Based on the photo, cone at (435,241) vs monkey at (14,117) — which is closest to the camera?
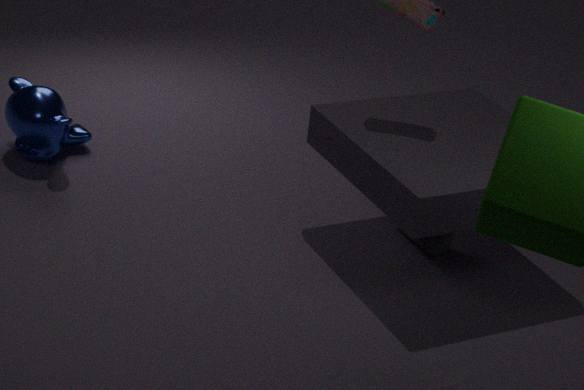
Answer: cone at (435,241)
